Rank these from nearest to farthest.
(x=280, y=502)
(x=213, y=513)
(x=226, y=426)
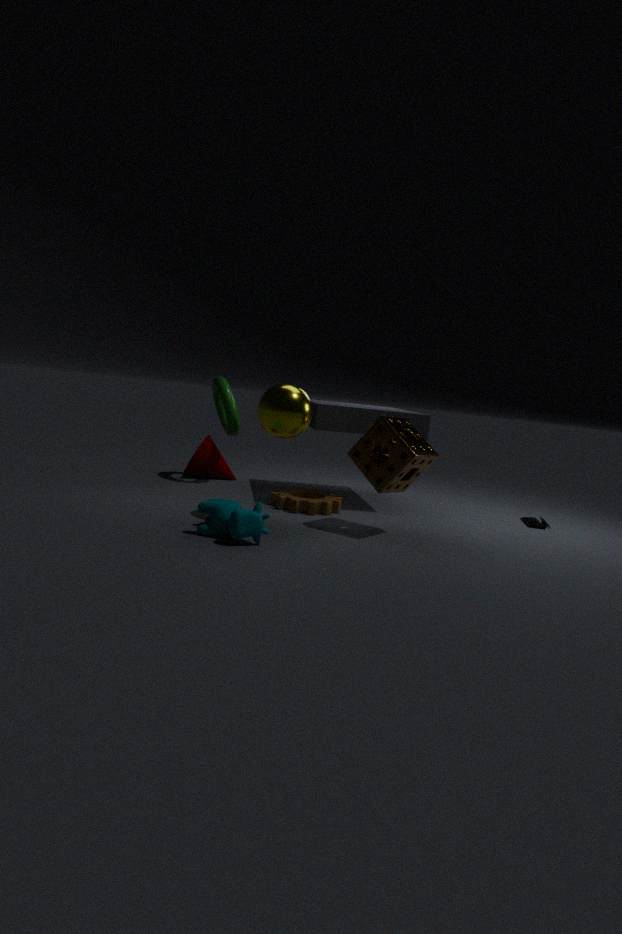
(x=213, y=513) < (x=280, y=502) < (x=226, y=426)
